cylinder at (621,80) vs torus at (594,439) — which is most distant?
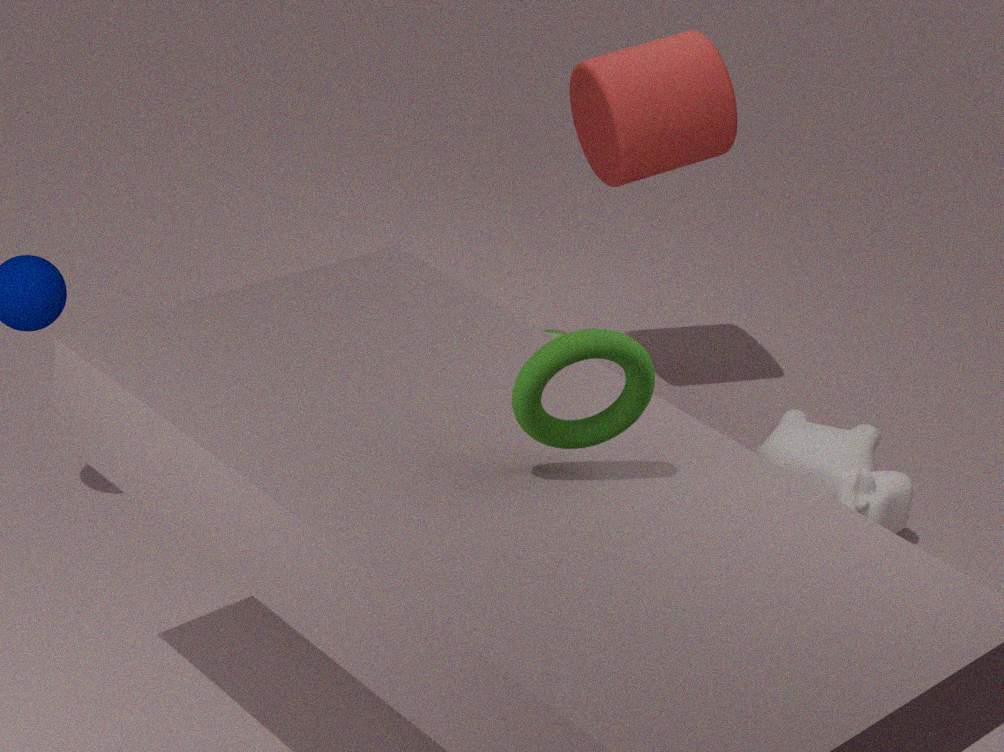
cylinder at (621,80)
